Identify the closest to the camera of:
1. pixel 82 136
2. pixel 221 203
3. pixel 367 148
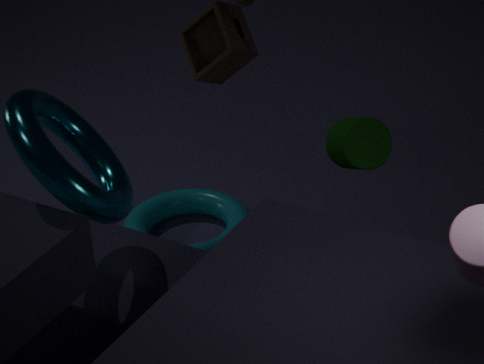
pixel 82 136
